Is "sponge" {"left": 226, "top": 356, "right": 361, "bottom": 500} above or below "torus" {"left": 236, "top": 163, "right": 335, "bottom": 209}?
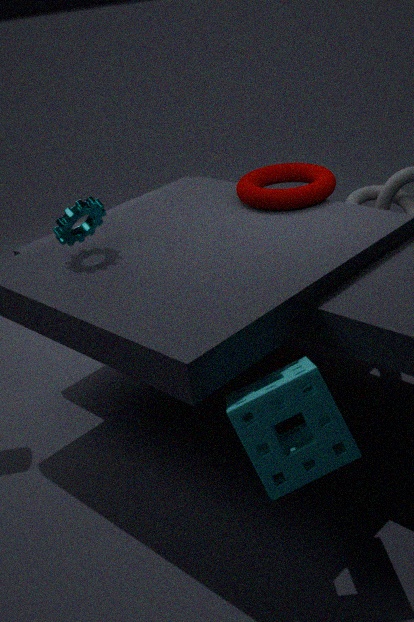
below
